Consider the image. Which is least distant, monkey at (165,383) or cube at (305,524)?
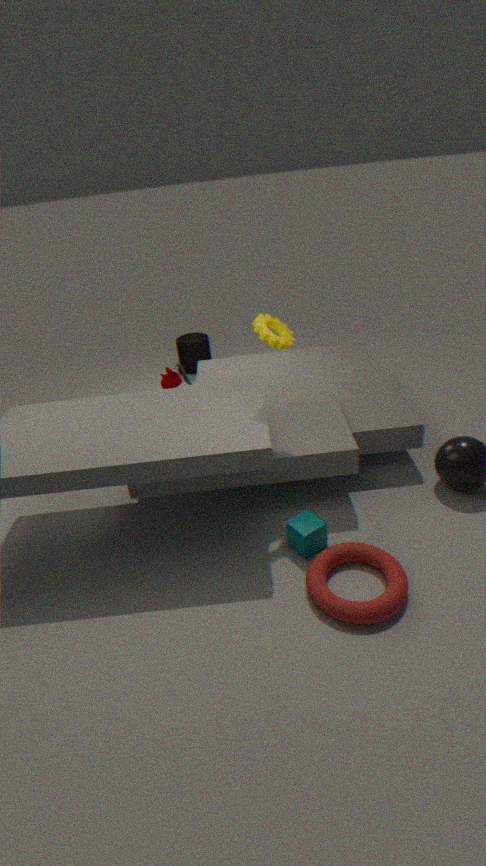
cube at (305,524)
